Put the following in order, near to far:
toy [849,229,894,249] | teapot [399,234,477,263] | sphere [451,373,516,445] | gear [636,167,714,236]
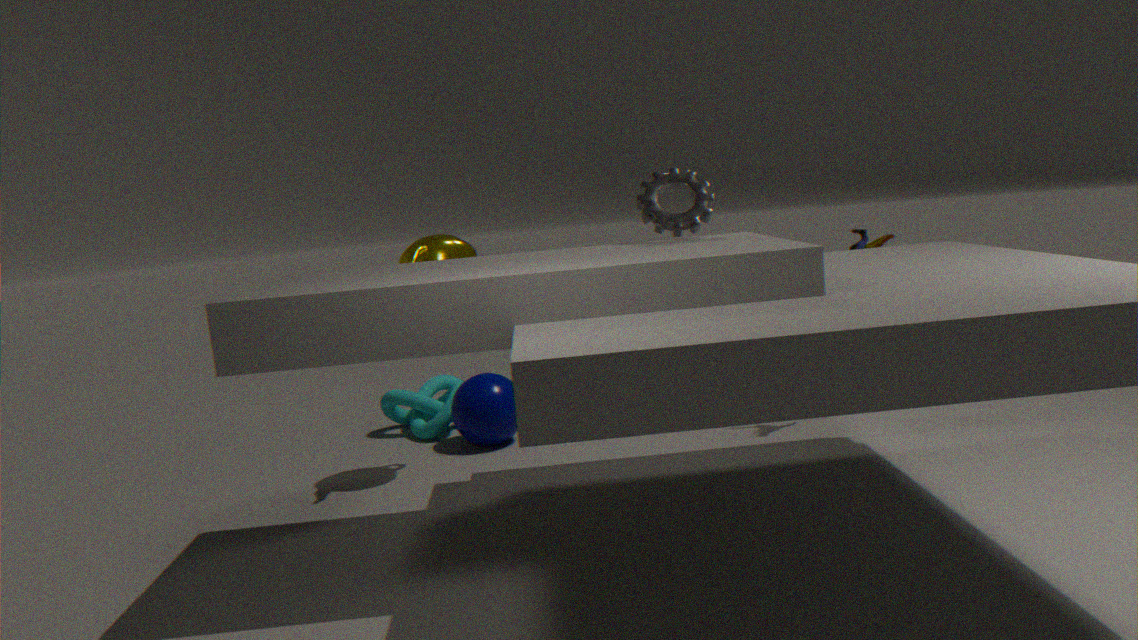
gear [636,167,714,236] → teapot [399,234,477,263] → toy [849,229,894,249] → sphere [451,373,516,445]
